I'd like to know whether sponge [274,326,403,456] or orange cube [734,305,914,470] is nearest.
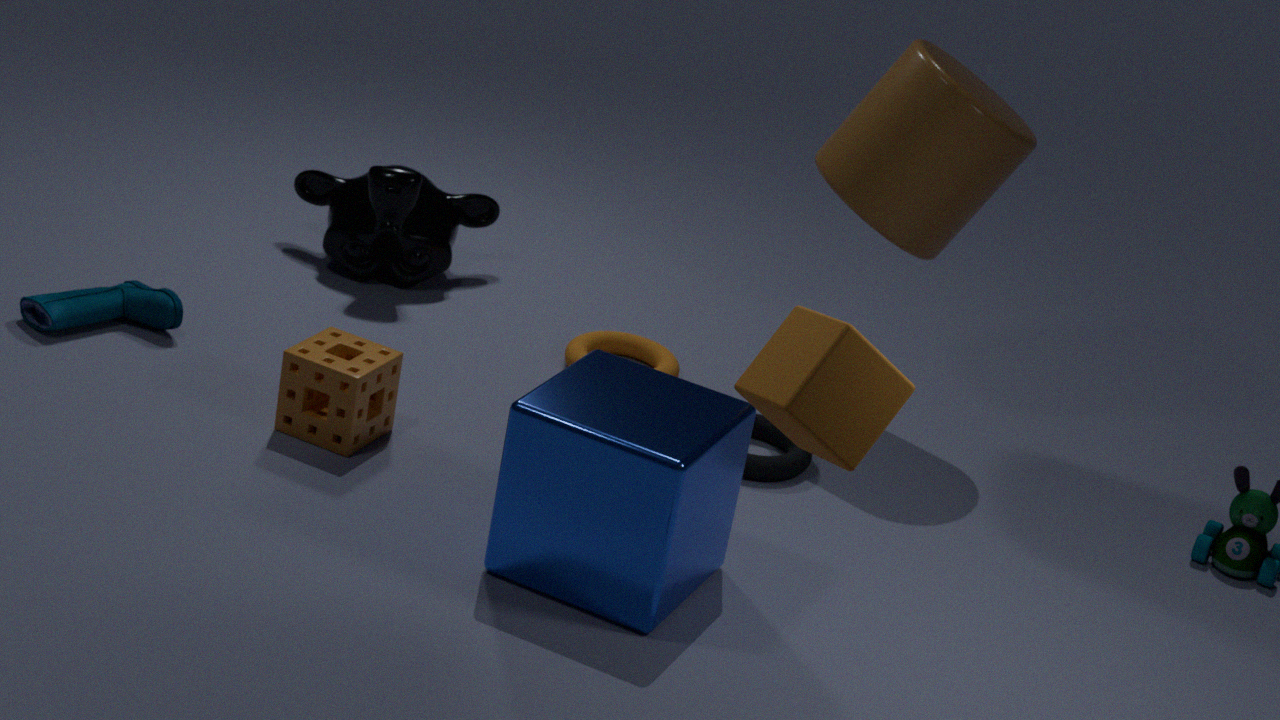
orange cube [734,305,914,470]
